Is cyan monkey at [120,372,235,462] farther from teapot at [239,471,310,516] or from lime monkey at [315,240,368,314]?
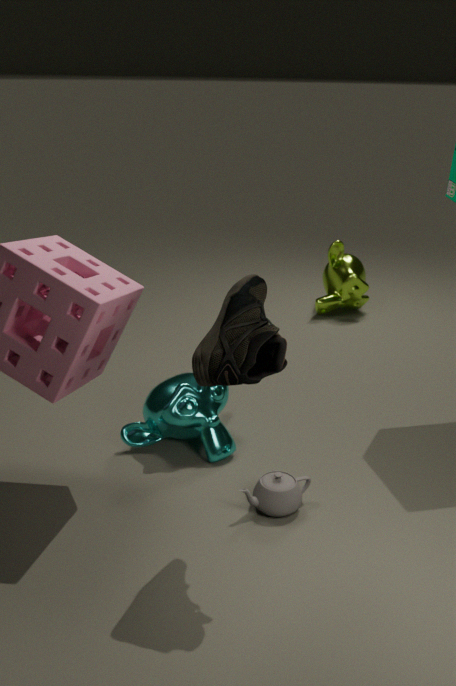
lime monkey at [315,240,368,314]
